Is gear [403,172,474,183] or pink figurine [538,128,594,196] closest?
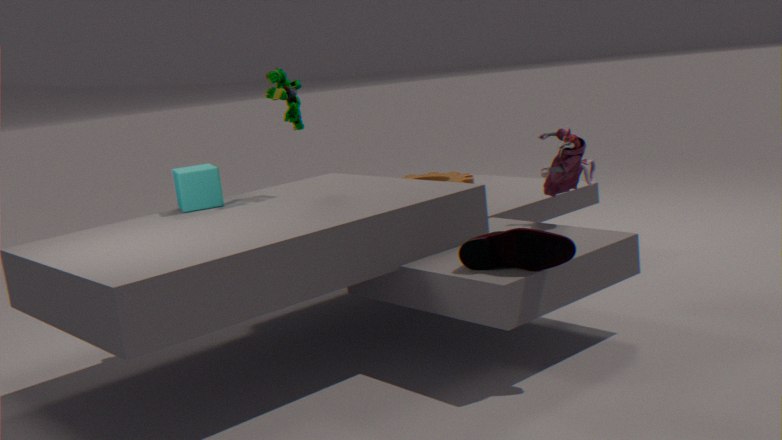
pink figurine [538,128,594,196]
